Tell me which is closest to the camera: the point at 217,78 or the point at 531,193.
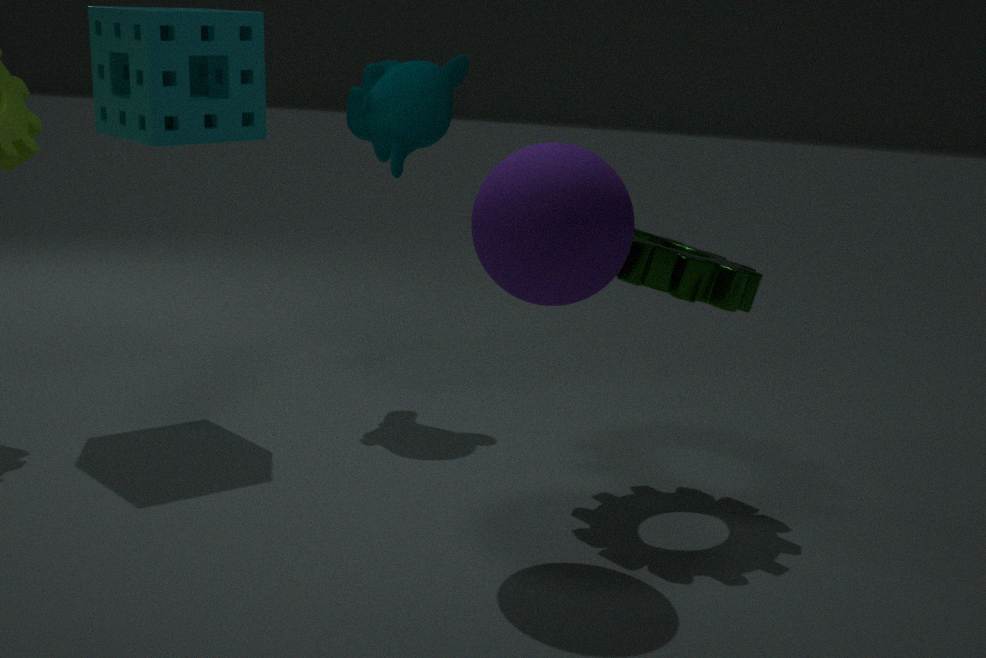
the point at 531,193
